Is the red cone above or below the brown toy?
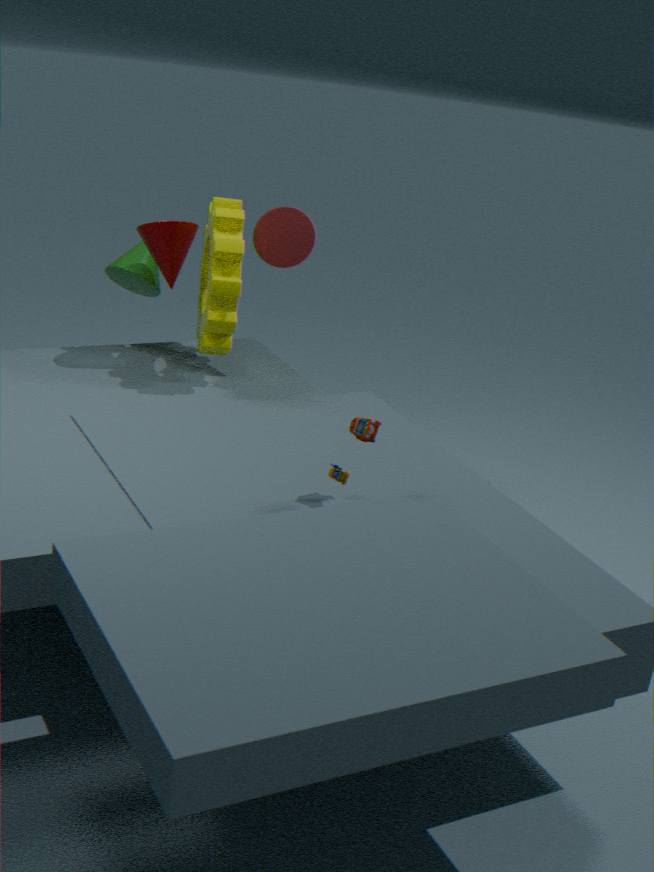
above
